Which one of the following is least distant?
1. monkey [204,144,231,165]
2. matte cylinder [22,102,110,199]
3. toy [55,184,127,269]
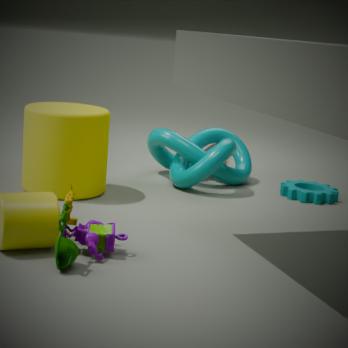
toy [55,184,127,269]
